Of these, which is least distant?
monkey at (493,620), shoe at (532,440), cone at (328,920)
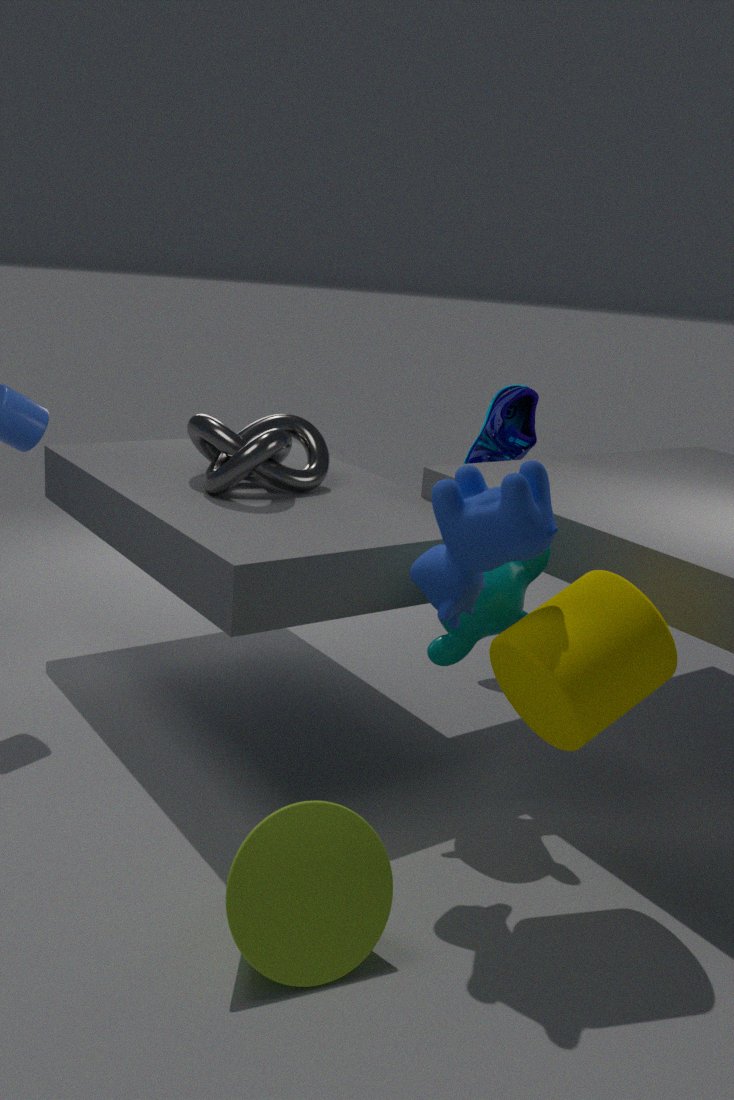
cone at (328,920)
